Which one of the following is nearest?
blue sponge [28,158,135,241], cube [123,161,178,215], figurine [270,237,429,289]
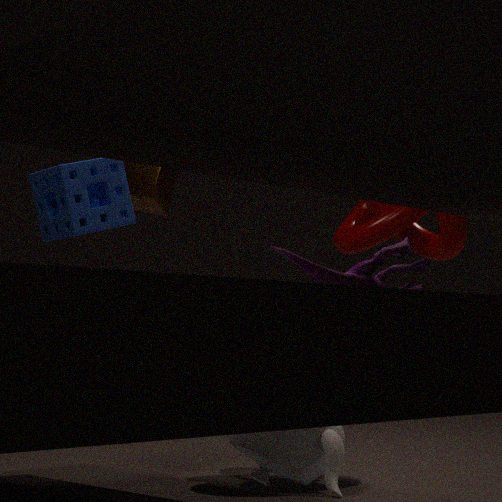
figurine [270,237,429,289]
